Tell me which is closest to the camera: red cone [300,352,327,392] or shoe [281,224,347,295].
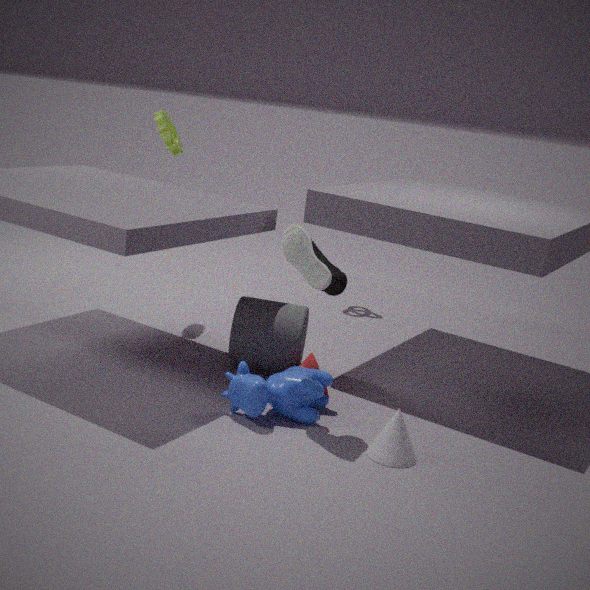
shoe [281,224,347,295]
